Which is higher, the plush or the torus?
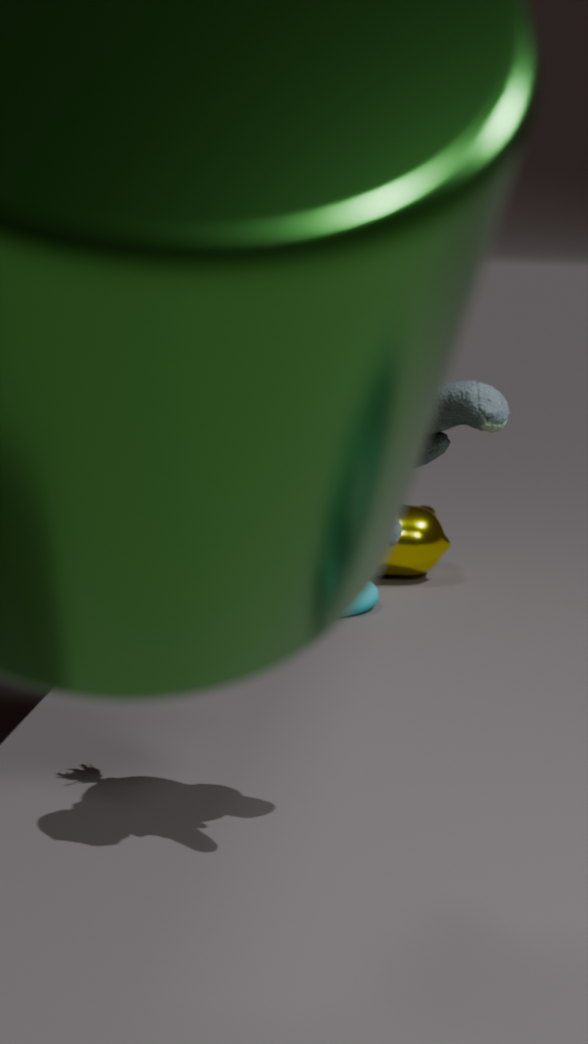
the plush
